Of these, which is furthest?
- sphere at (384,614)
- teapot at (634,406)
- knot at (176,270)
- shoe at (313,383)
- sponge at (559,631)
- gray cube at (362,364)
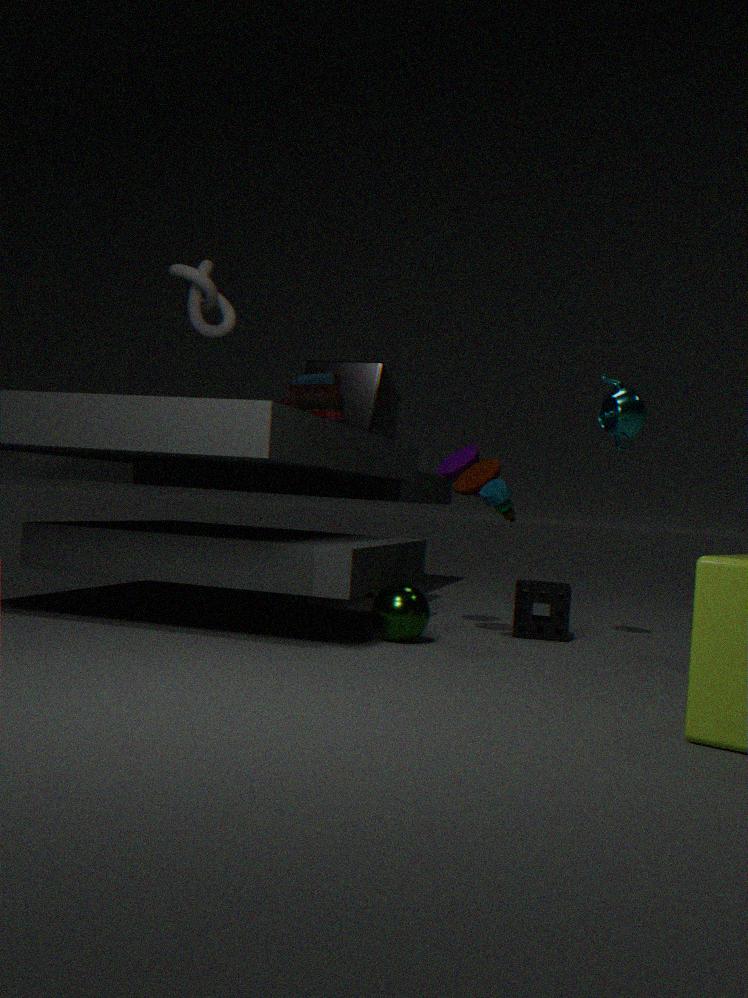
gray cube at (362,364)
